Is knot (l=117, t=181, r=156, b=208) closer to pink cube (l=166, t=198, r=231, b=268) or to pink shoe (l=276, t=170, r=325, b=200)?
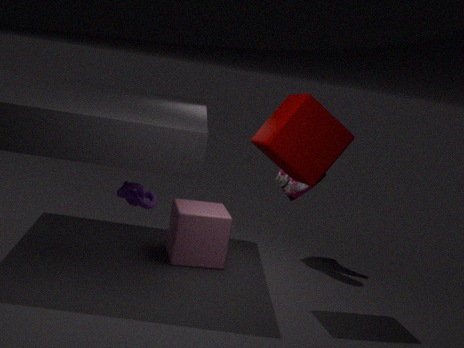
pink cube (l=166, t=198, r=231, b=268)
